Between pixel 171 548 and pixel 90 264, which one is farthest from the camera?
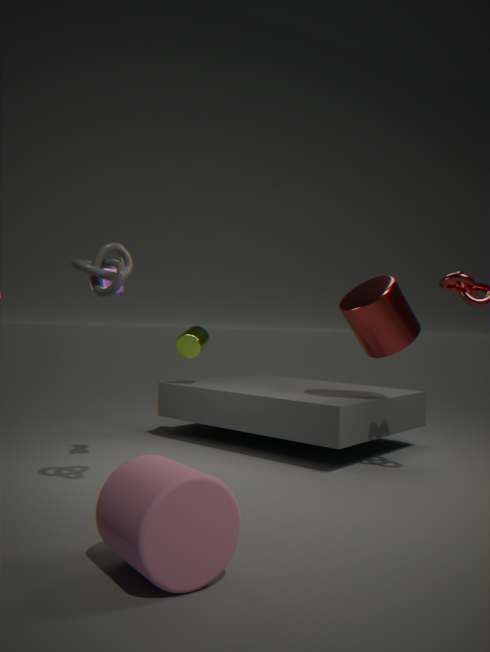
pixel 90 264
